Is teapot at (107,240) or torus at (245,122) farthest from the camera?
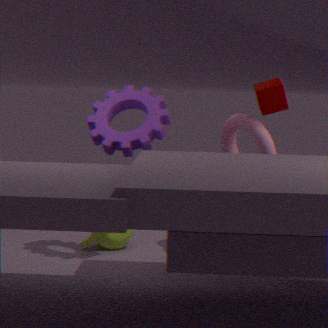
teapot at (107,240)
